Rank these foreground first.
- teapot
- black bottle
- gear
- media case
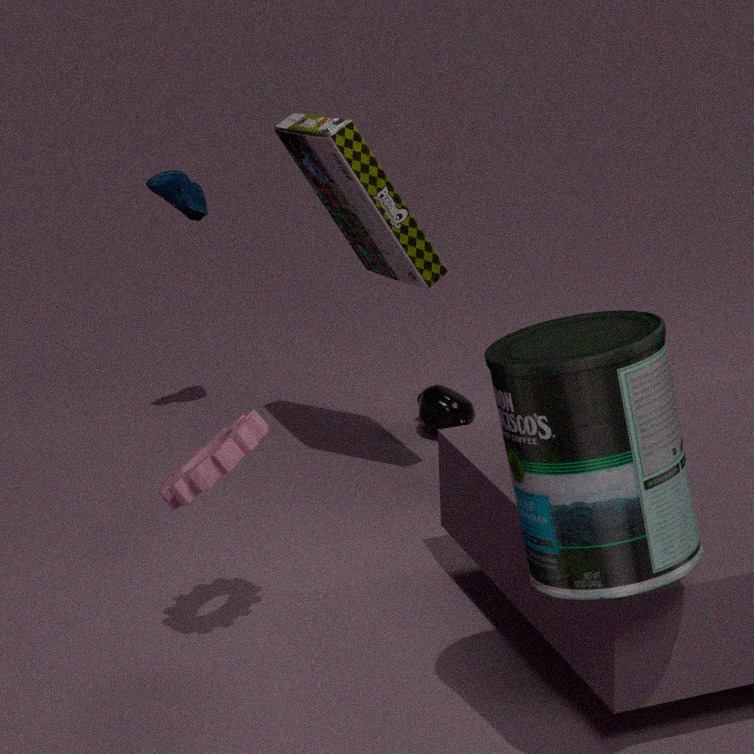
black bottle, gear, media case, teapot
